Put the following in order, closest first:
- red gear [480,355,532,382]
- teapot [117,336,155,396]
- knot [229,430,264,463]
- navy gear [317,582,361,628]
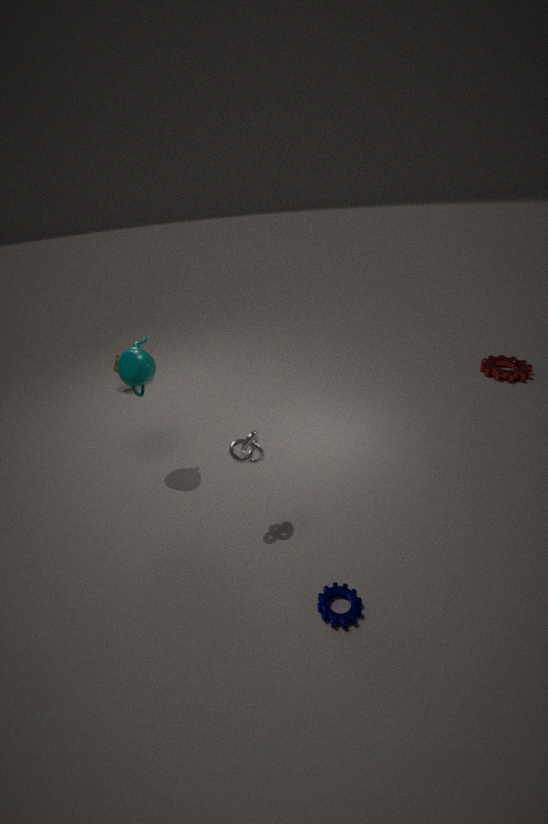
navy gear [317,582,361,628] → knot [229,430,264,463] → teapot [117,336,155,396] → red gear [480,355,532,382]
